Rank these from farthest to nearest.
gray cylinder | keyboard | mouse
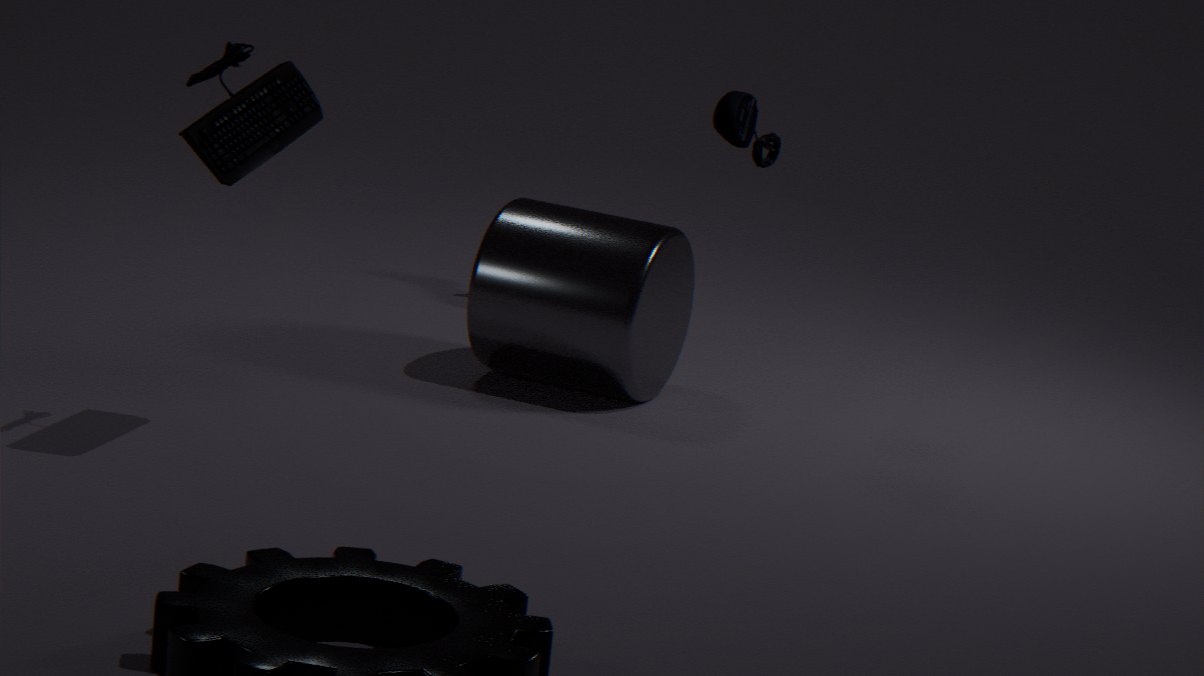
gray cylinder → mouse → keyboard
